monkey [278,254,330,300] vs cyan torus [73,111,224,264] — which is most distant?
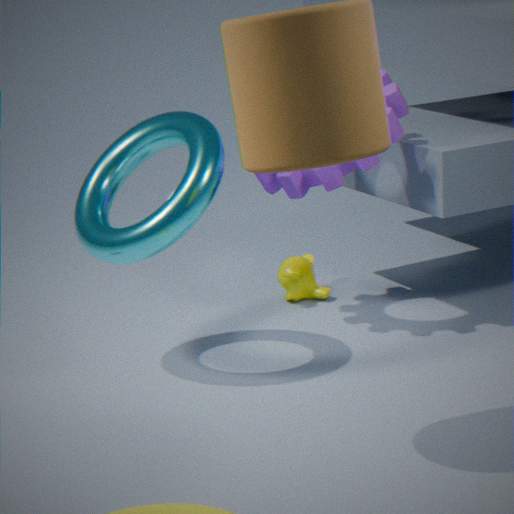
monkey [278,254,330,300]
